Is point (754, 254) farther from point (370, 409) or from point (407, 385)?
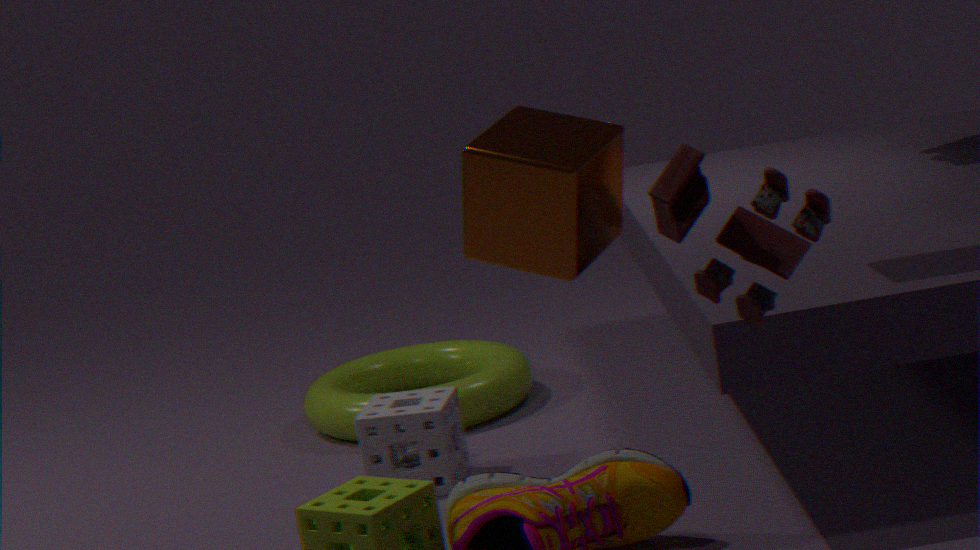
point (407, 385)
